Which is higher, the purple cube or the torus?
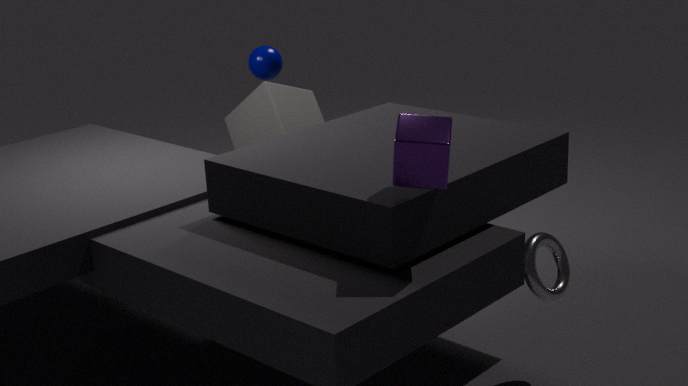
the purple cube
